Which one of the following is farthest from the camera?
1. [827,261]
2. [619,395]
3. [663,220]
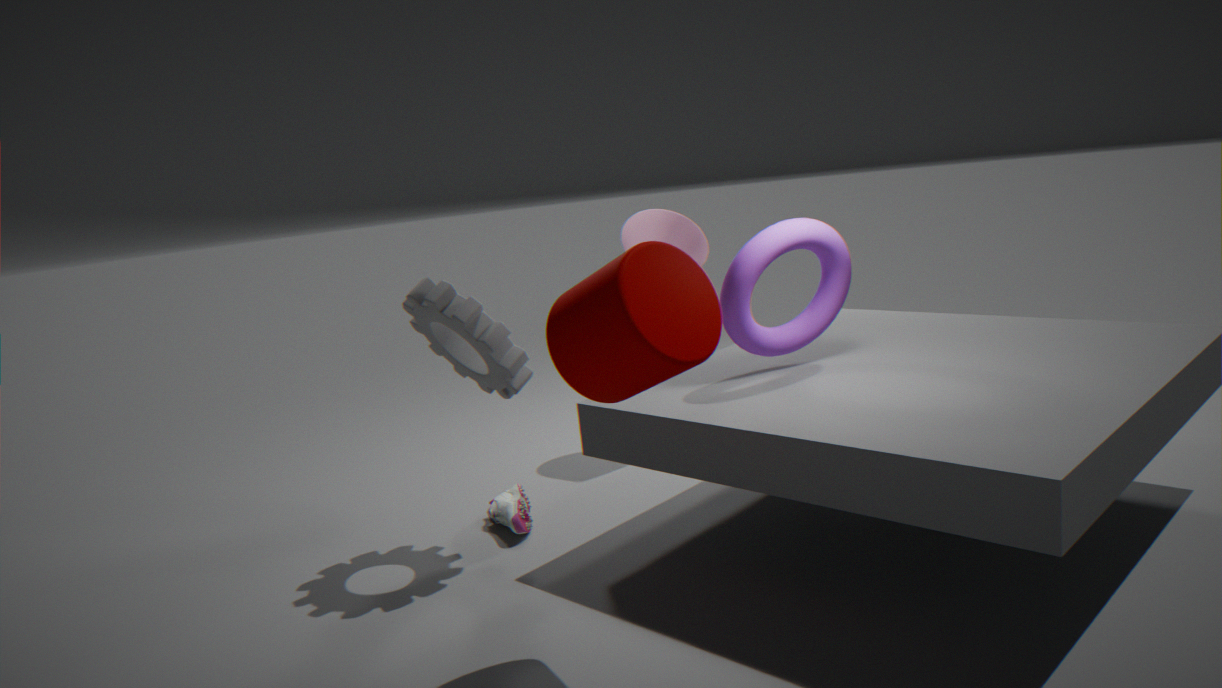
[663,220]
